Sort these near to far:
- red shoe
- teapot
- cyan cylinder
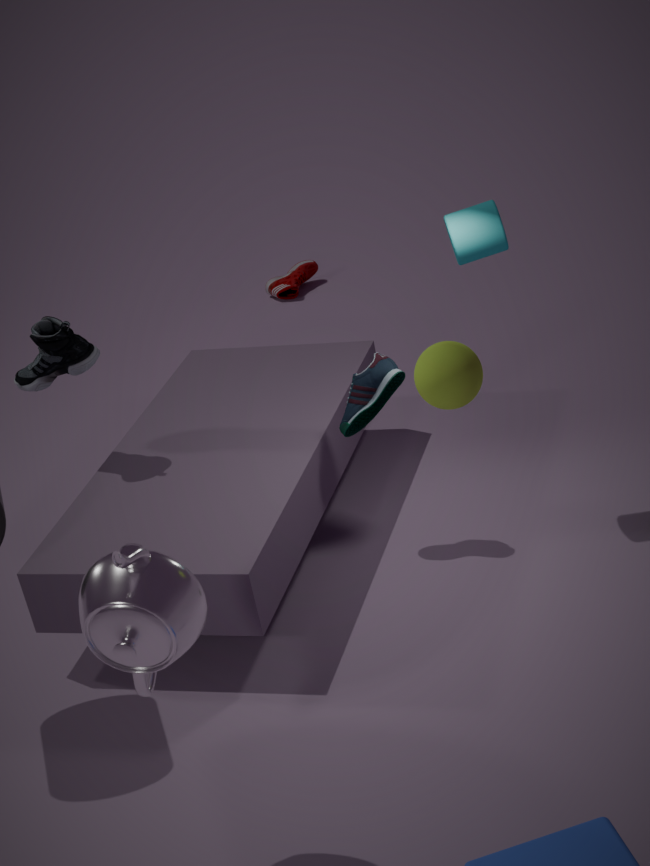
1. teapot
2. cyan cylinder
3. red shoe
